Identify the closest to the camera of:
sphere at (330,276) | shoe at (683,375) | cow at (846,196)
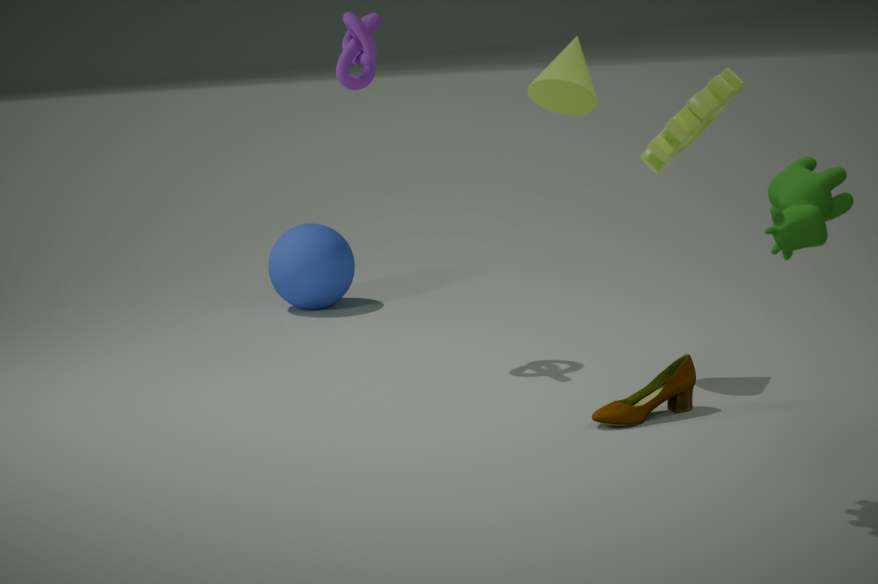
cow at (846,196)
